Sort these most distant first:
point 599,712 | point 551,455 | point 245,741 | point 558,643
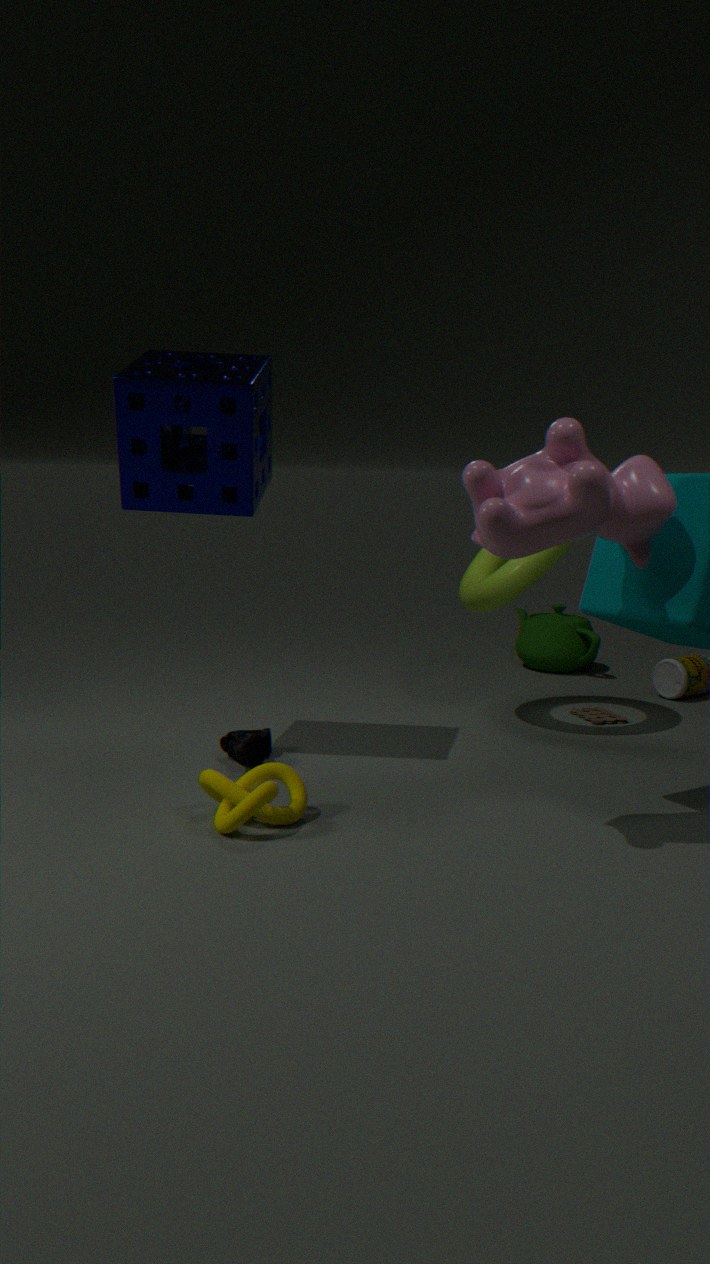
point 558,643 < point 599,712 < point 245,741 < point 551,455
